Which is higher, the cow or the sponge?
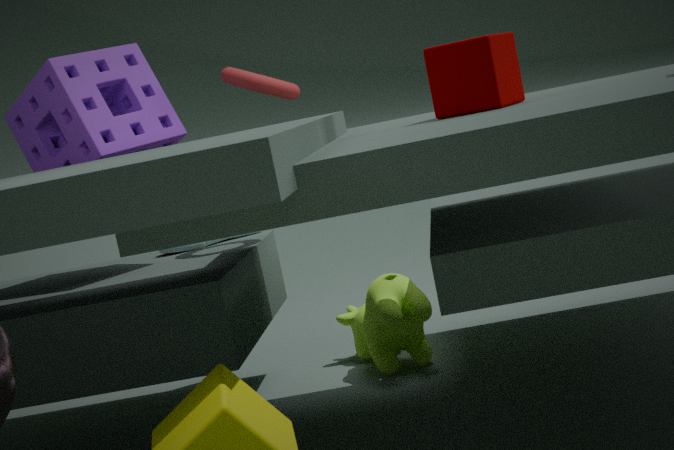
the sponge
